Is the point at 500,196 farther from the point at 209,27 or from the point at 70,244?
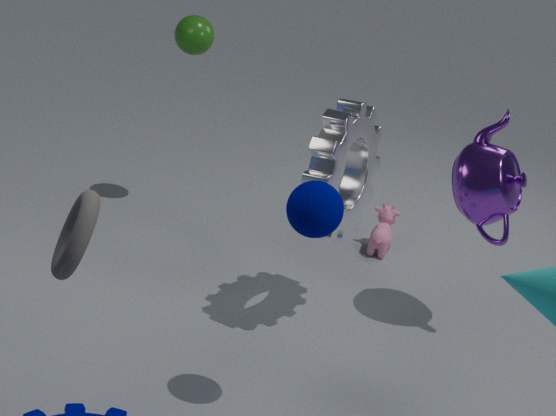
the point at 70,244
